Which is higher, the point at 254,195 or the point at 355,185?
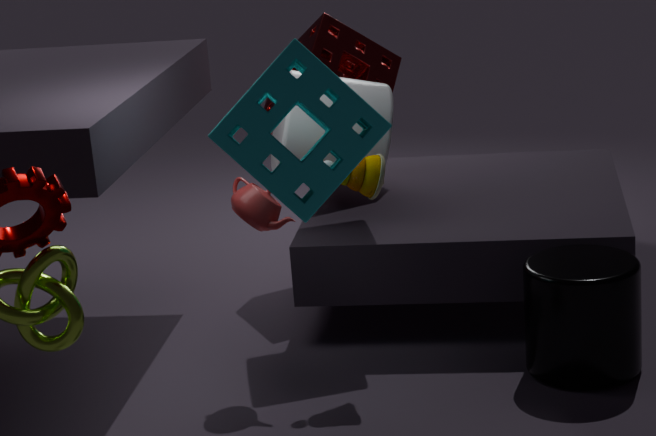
the point at 355,185
